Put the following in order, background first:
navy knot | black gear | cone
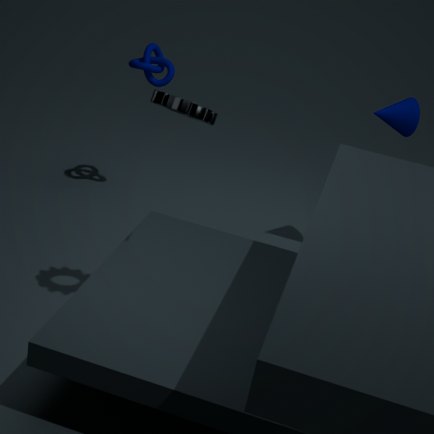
navy knot < cone < black gear
